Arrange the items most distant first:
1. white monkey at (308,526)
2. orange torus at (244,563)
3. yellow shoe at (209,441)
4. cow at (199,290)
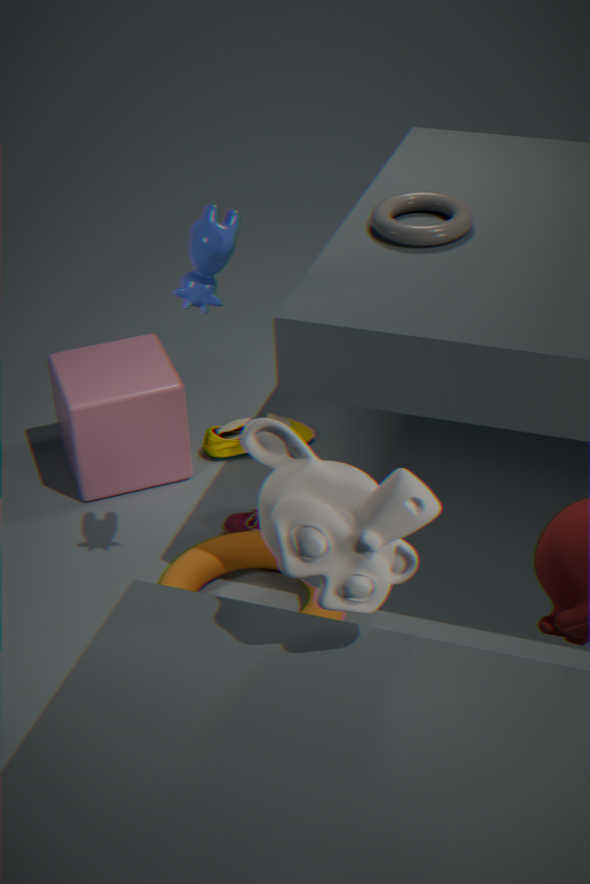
yellow shoe at (209,441)
orange torus at (244,563)
cow at (199,290)
white monkey at (308,526)
